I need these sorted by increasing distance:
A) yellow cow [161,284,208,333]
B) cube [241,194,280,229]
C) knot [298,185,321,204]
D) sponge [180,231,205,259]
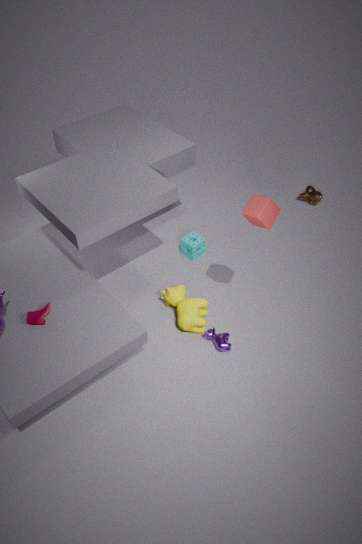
cube [241,194,280,229]
yellow cow [161,284,208,333]
sponge [180,231,205,259]
knot [298,185,321,204]
